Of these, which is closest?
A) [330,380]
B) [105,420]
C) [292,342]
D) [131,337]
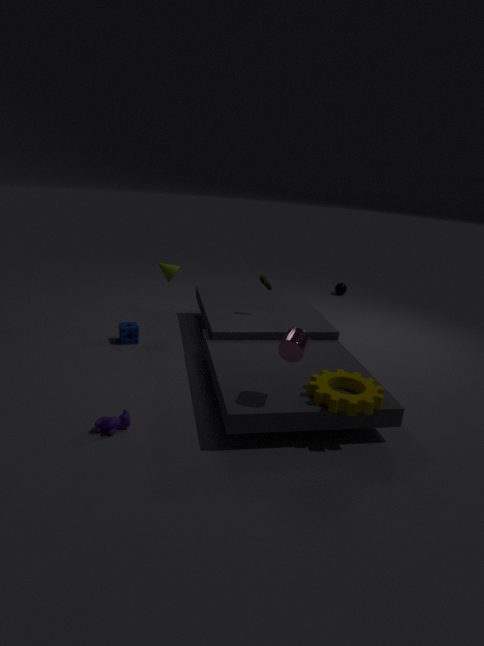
[292,342]
